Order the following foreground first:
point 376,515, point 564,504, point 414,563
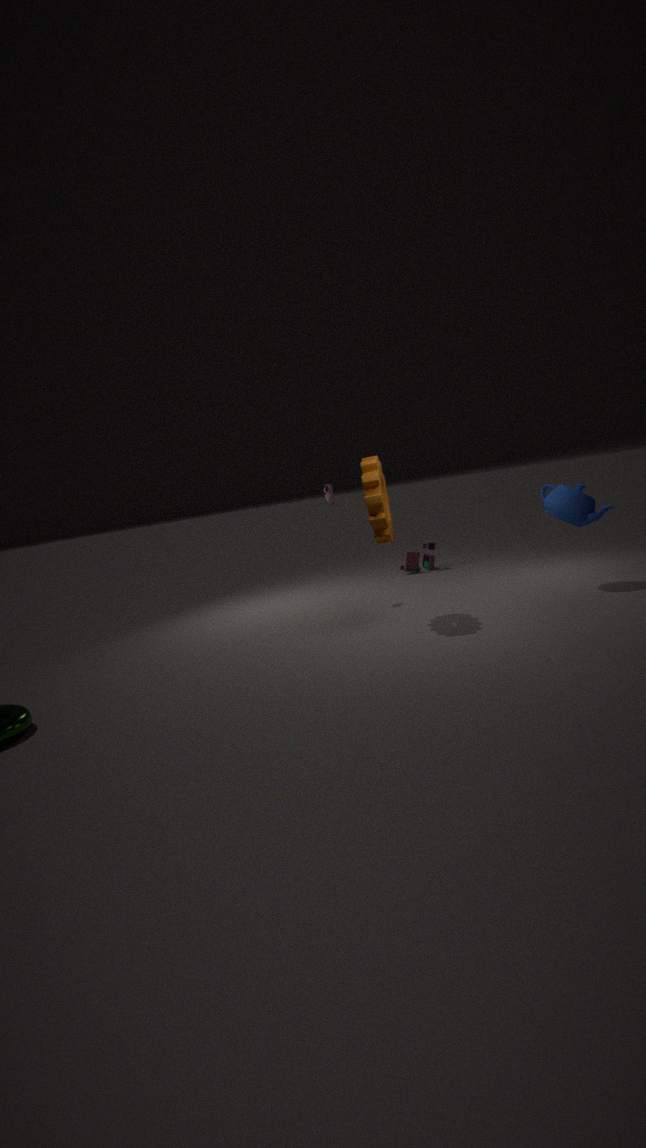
point 376,515
point 564,504
point 414,563
